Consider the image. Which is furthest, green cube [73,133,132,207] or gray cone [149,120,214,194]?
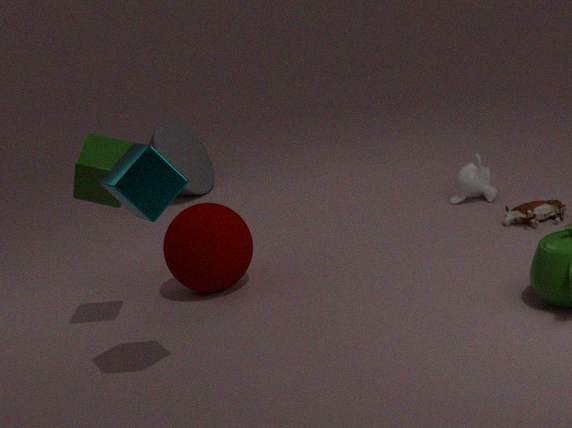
gray cone [149,120,214,194]
